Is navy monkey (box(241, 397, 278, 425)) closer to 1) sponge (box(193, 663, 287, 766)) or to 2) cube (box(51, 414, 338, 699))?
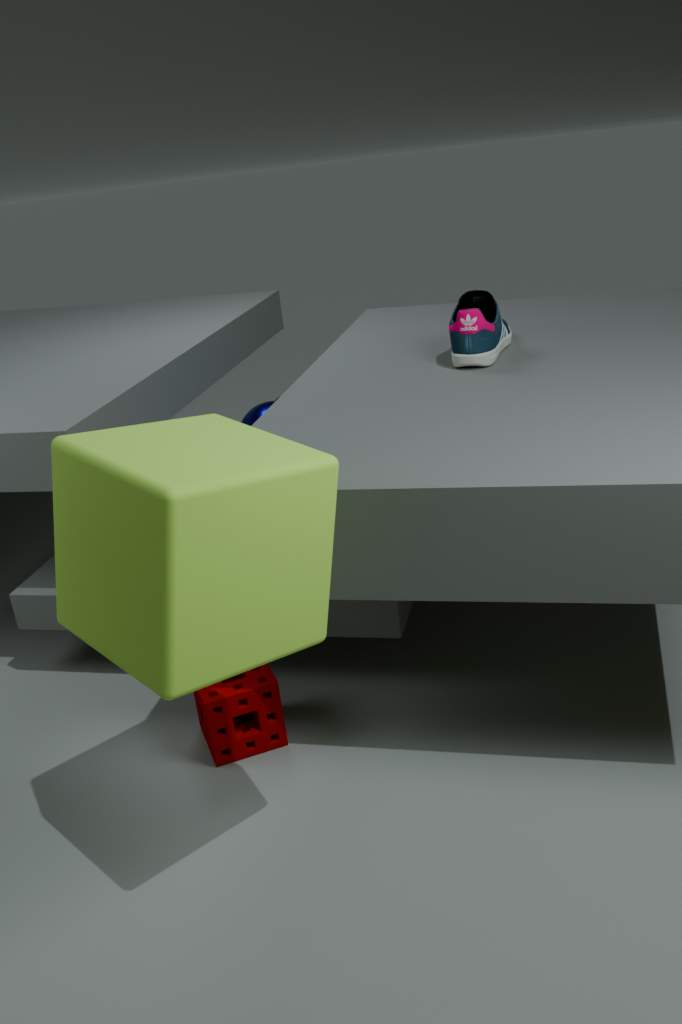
1) sponge (box(193, 663, 287, 766))
